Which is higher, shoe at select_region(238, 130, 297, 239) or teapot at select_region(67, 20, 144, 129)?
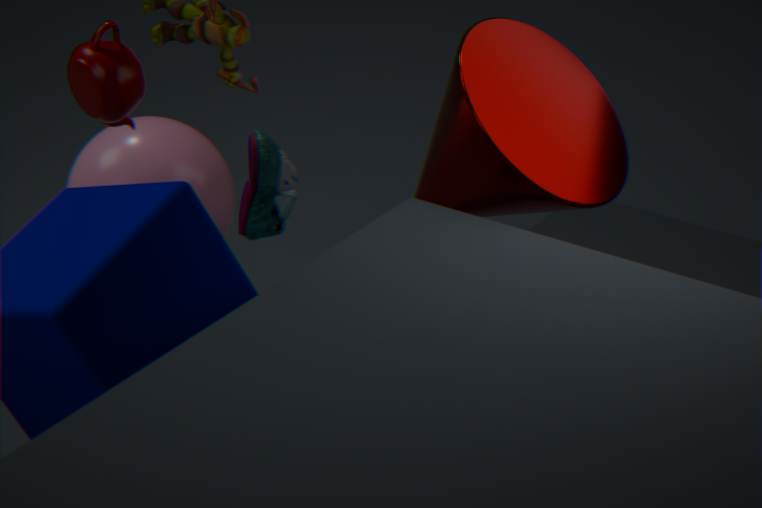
teapot at select_region(67, 20, 144, 129)
